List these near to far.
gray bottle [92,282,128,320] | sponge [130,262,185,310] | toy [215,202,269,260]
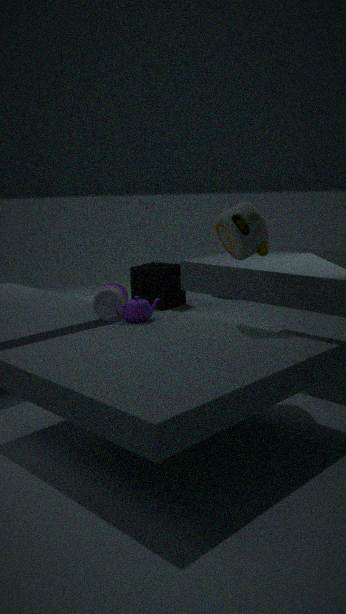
1. toy [215,202,269,260]
2. gray bottle [92,282,128,320]
3. sponge [130,262,185,310]
